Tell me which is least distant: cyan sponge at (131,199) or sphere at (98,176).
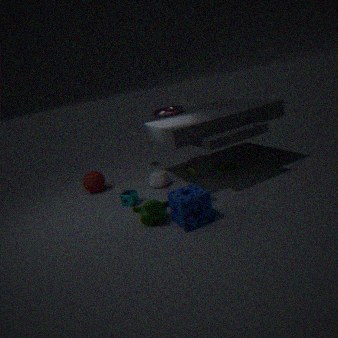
cyan sponge at (131,199)
